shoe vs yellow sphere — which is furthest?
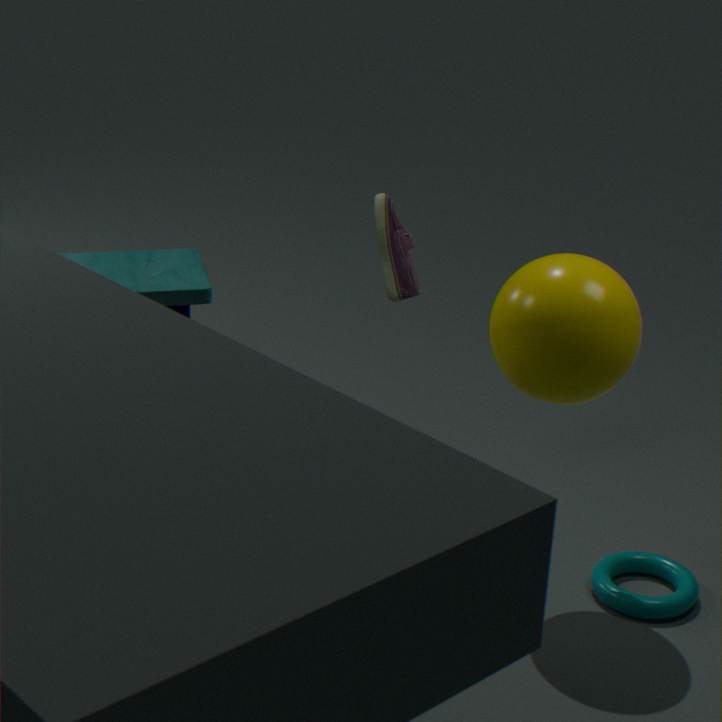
shoe
